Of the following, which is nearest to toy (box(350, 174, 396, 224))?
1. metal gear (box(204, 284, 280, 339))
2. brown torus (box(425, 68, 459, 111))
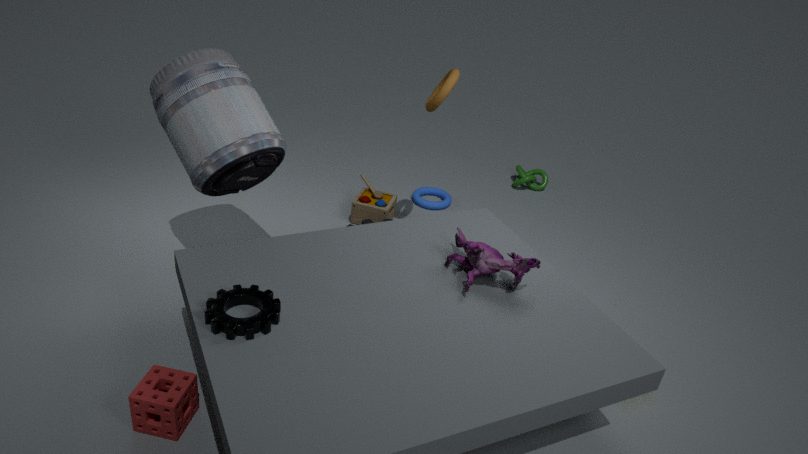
brown torus (box(425, 68, 459, 111))
